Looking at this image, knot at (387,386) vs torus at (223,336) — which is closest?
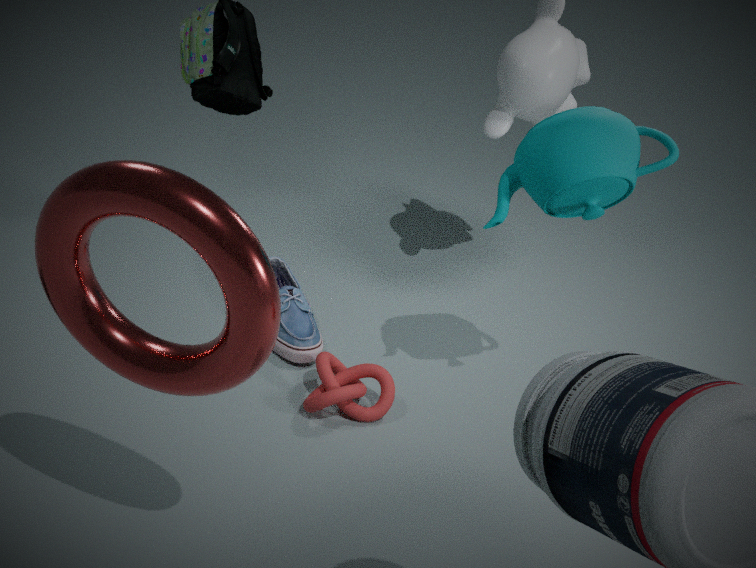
torus at (223,336)
